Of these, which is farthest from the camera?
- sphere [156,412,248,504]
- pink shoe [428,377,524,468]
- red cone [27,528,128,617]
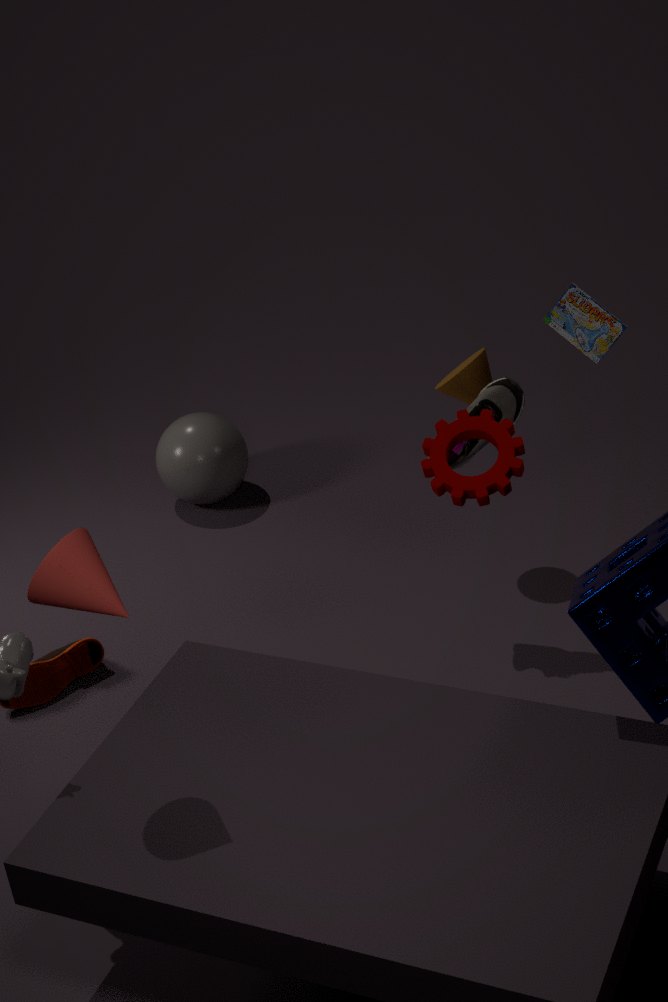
sphere [156,412,248,504]
